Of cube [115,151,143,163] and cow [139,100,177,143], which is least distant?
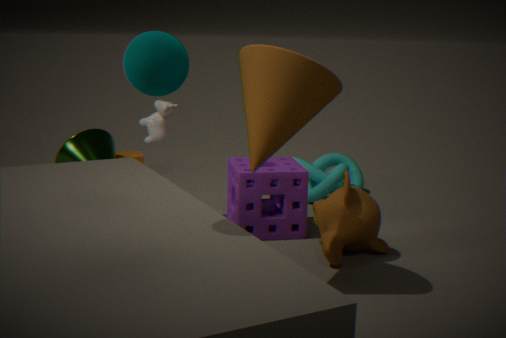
cow [139,100,177,143]
